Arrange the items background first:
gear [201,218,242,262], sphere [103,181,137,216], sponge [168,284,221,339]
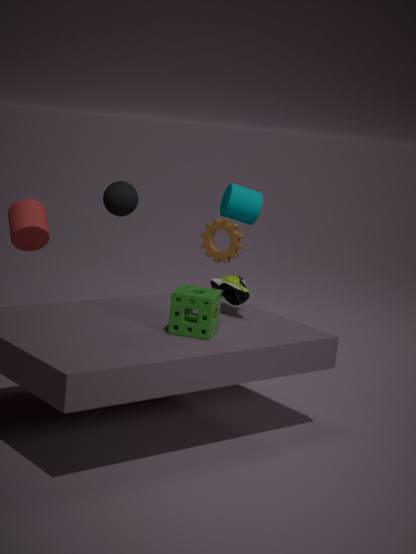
1. gear [201,218,242,262]
2. sphere [103,181,137,216]
3. sponge [168,284,221,339]
